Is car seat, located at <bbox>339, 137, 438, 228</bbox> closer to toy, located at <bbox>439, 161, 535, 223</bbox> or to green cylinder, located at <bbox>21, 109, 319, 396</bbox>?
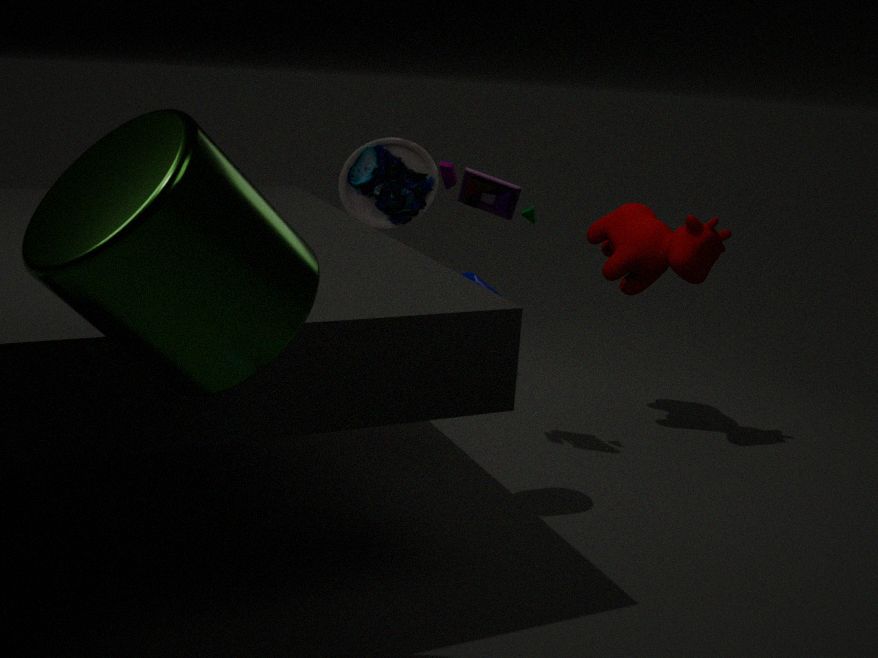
toy, located at <bbox>439, 161, 535, 223</bbox>
